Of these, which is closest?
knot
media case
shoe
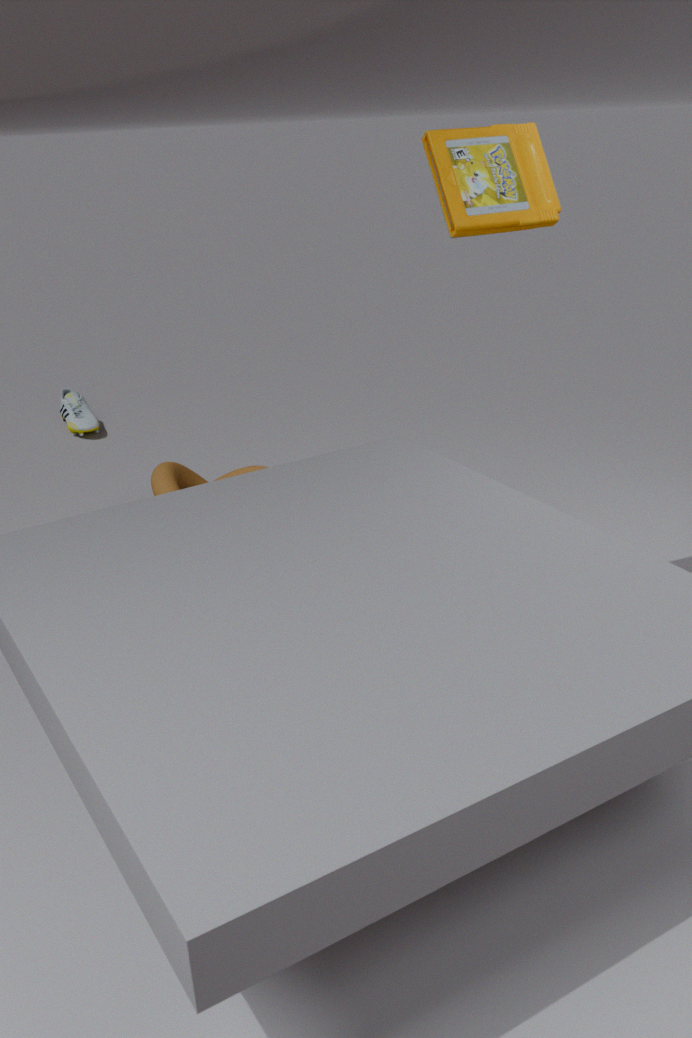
media case
